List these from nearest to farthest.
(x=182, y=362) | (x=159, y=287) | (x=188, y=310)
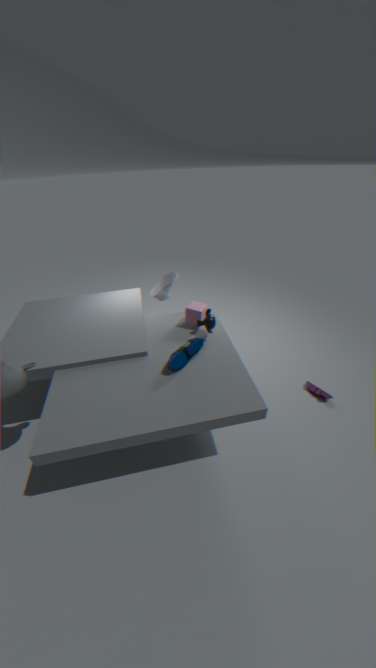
(x=182, y=362) < (x=188, y=310) < (x=159, y=287)
